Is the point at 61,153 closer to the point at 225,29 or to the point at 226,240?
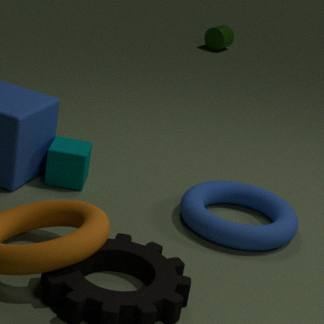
the point at 226,240
